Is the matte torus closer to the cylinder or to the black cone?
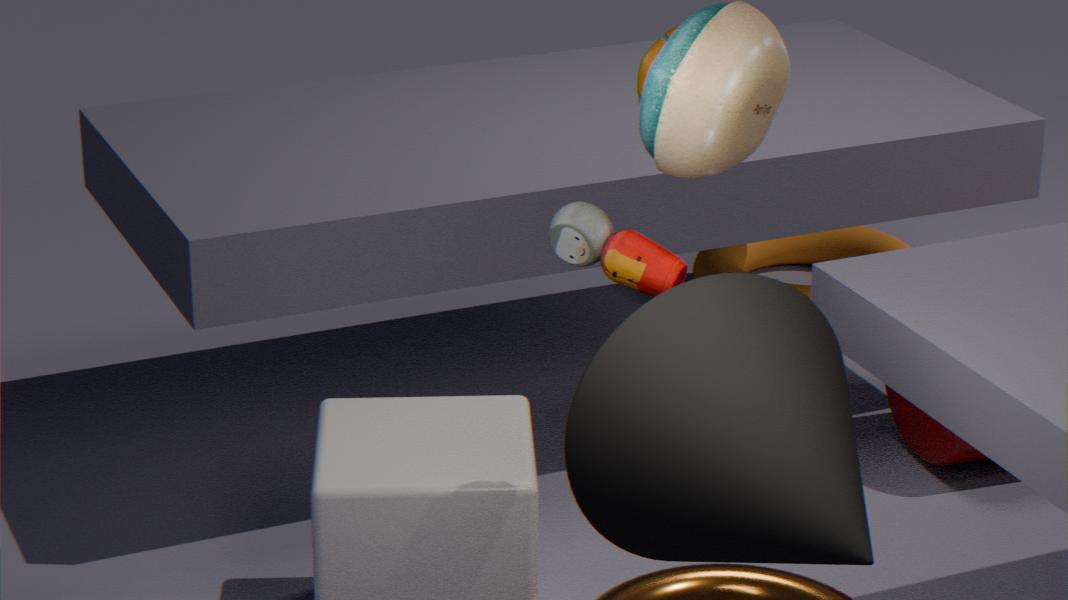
the cylinder
